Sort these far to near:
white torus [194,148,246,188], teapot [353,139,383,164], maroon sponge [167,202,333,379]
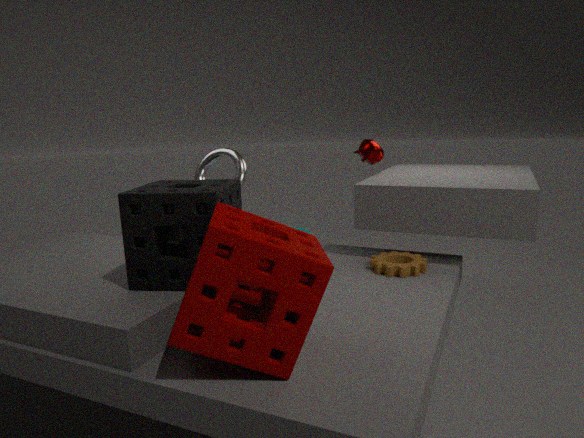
teapot [353,139,383,164], white torus [194,148,246,188], maroon sponge [167,202,333,379]
